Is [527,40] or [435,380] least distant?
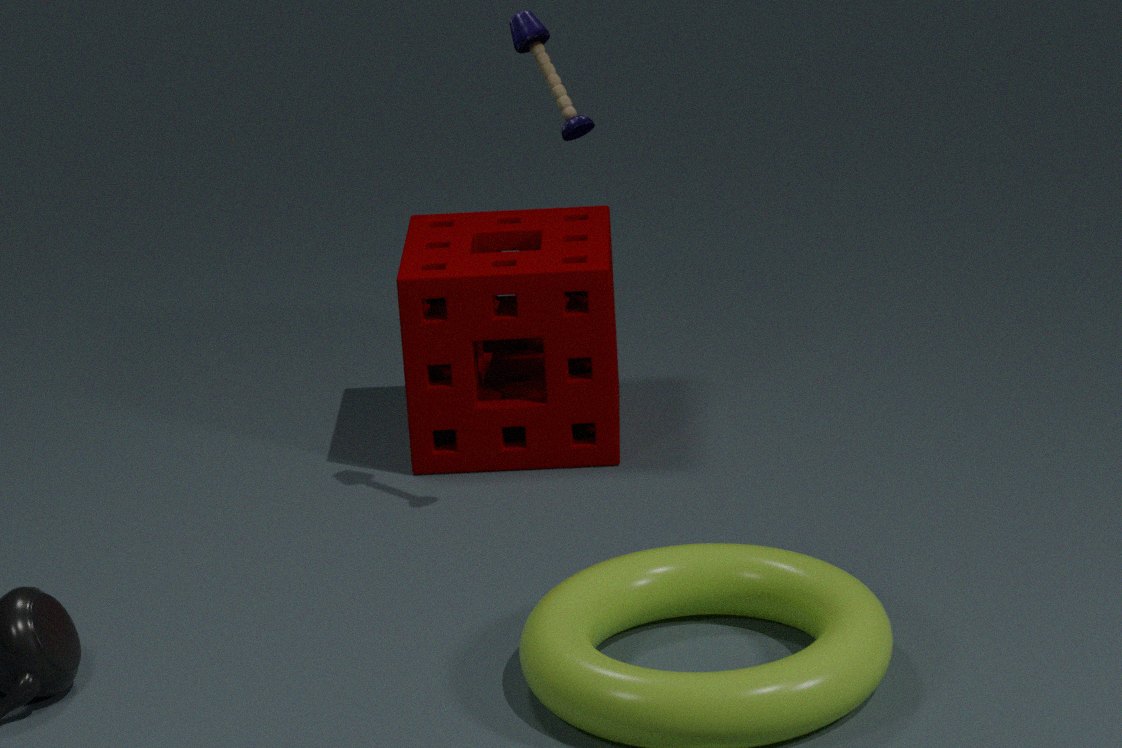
[527,40]
